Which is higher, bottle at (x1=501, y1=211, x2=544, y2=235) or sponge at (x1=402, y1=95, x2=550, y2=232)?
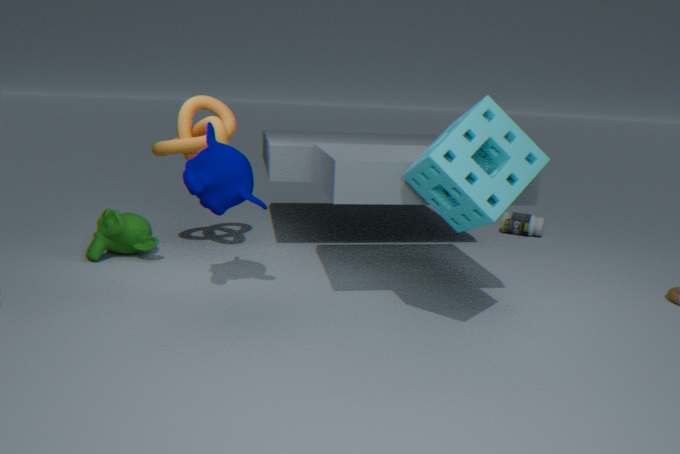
sponge at (x1=402, y1=95, x2=550, y2=232)
